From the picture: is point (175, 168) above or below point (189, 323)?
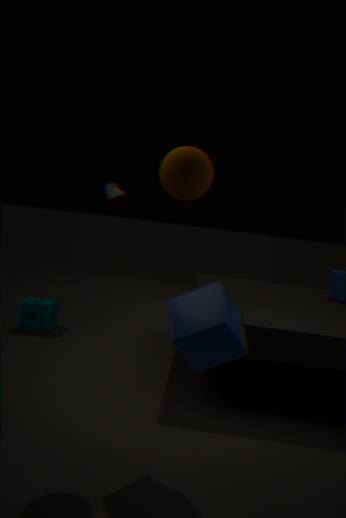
above
